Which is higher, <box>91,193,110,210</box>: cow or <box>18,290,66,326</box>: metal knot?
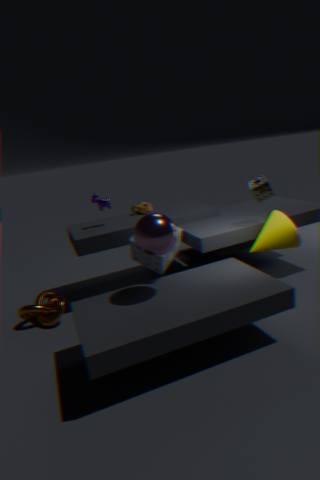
<box>91,193,110,210</box>: cow
